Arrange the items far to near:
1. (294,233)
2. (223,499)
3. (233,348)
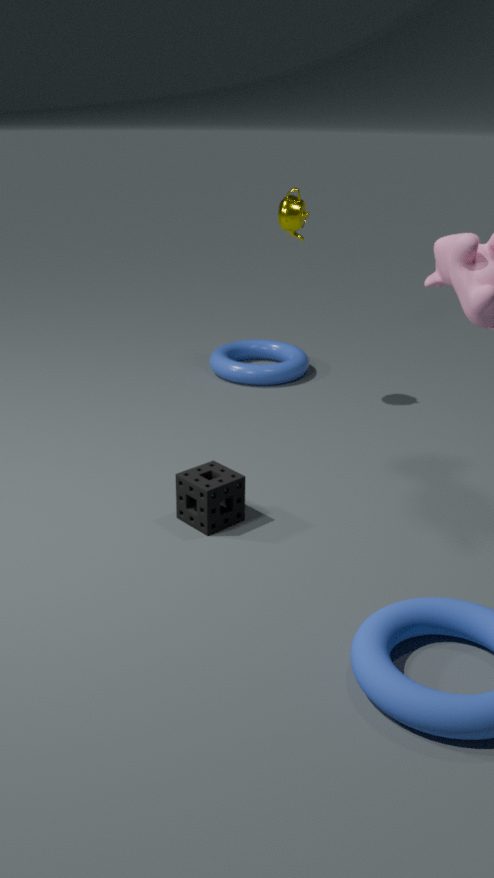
(233,348) < (294,233) < (223,499)
